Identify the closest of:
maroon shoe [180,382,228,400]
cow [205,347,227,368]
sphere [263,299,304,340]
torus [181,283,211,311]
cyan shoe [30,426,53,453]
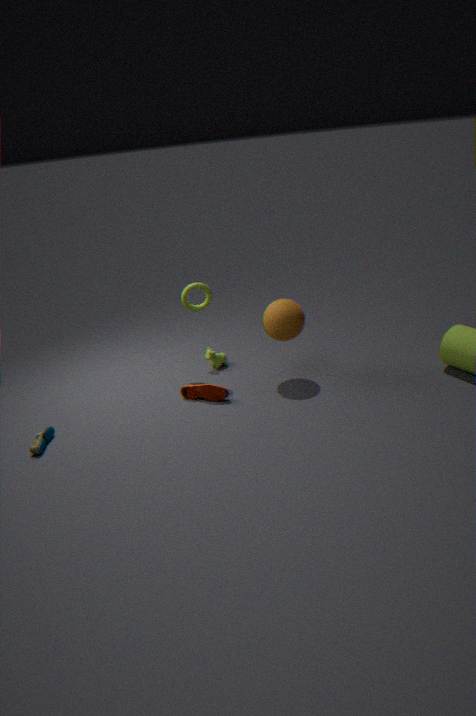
cyan shoe [30,426,53,453]
